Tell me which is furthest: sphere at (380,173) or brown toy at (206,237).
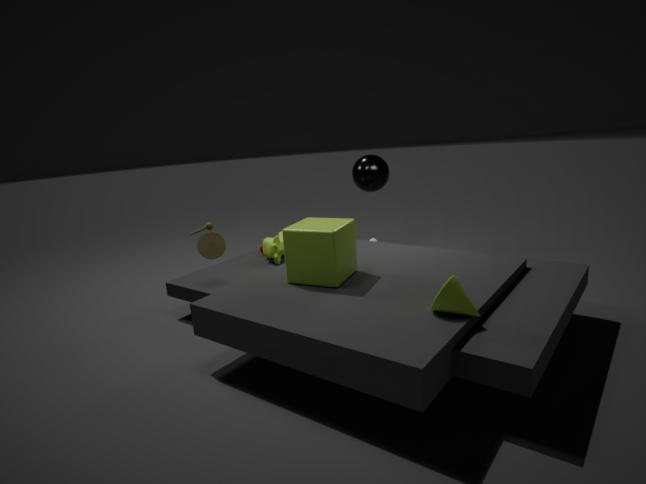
sphere at (380,173)
